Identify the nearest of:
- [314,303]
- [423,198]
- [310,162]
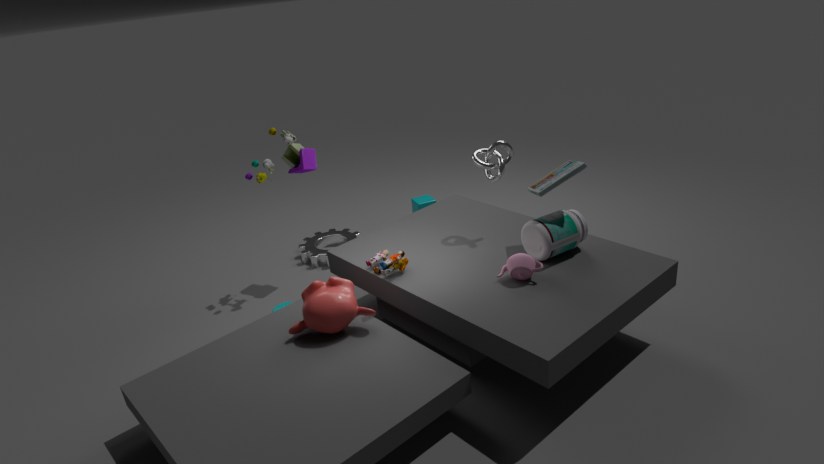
[314,303]
